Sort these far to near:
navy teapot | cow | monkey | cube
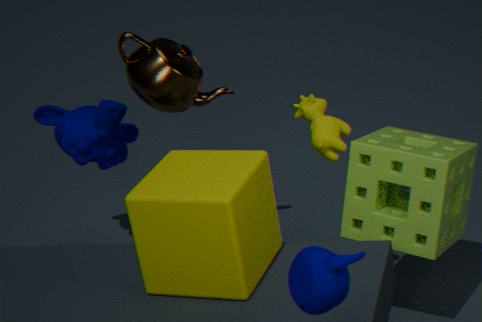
monkey
cow
cube
navy teapot
